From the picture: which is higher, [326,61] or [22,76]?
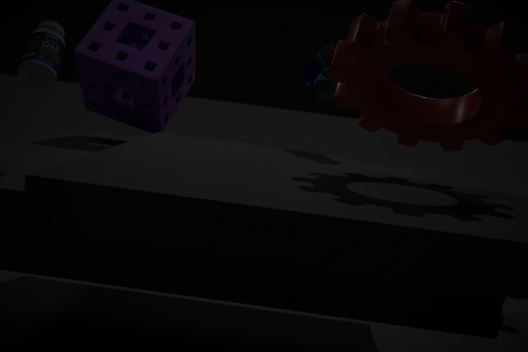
[326,61]
